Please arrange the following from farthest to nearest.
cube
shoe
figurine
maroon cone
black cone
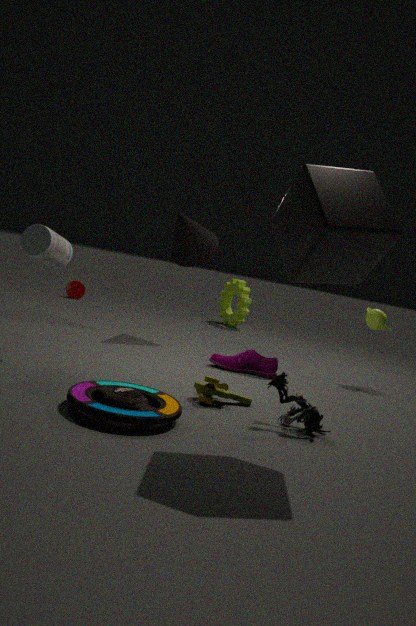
maroon cone, black cone, shoe, figurine, cube
